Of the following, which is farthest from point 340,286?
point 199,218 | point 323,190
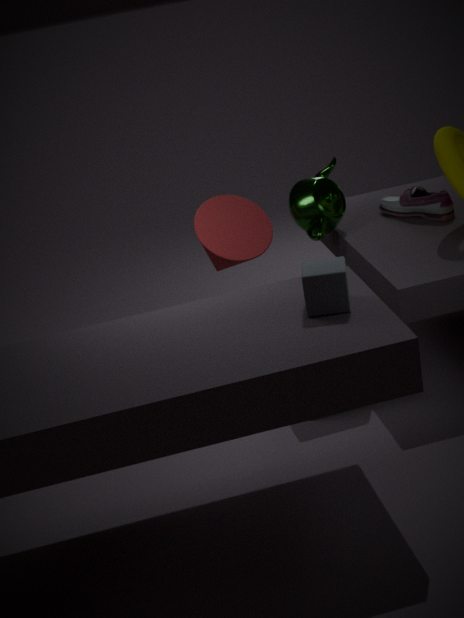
point 323,190
